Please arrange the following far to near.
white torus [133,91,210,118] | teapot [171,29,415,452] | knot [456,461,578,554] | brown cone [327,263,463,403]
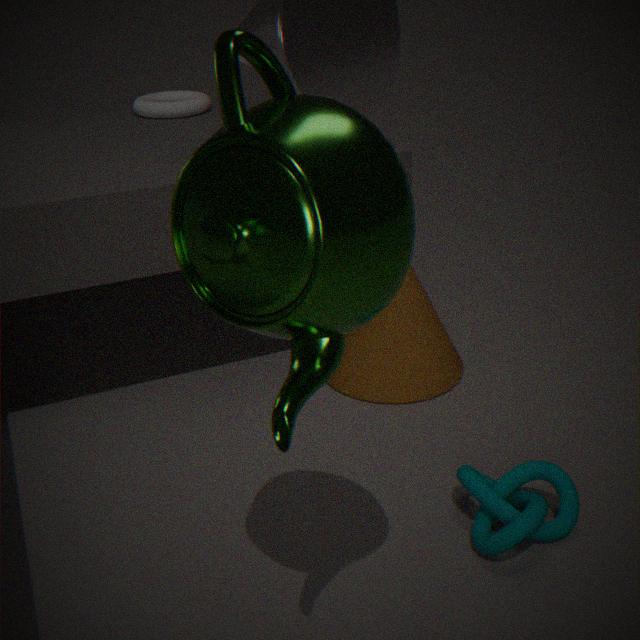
white torus [133,91,210,118], brown cone [327,263,463,403], knot [456,461,578,554], teapot [171,29,415,452]
